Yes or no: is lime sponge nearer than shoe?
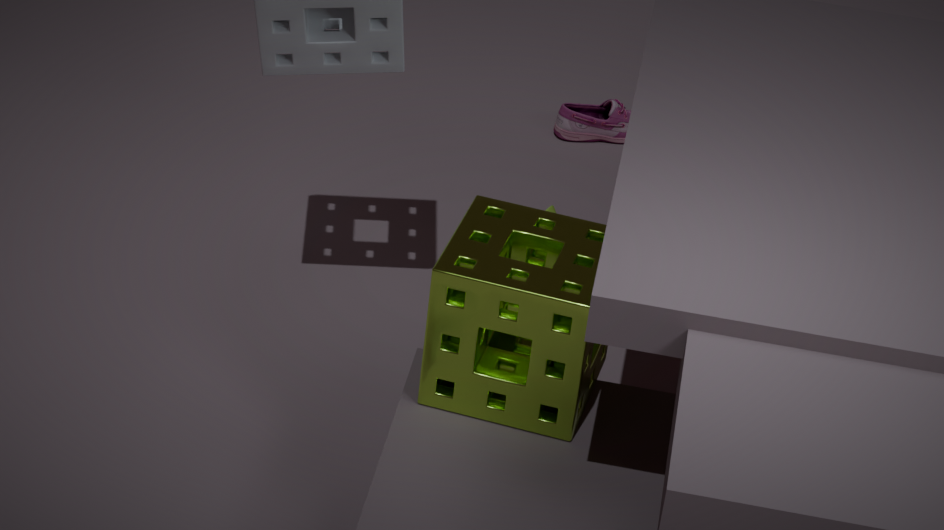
Yes
